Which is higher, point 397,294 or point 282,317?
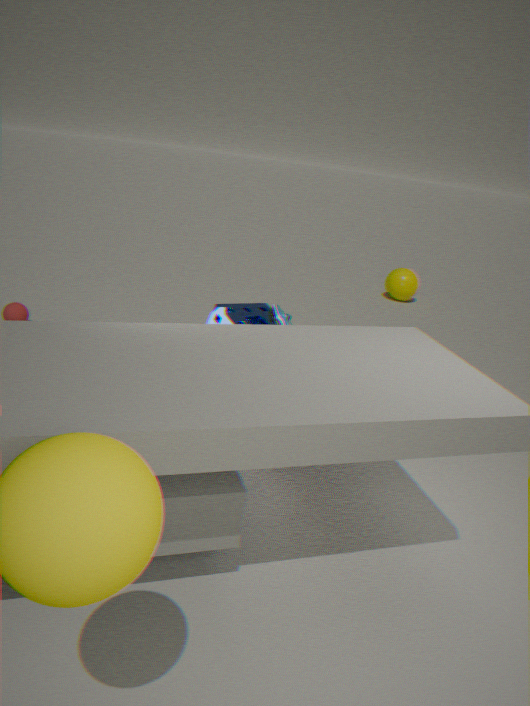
point 282,317
